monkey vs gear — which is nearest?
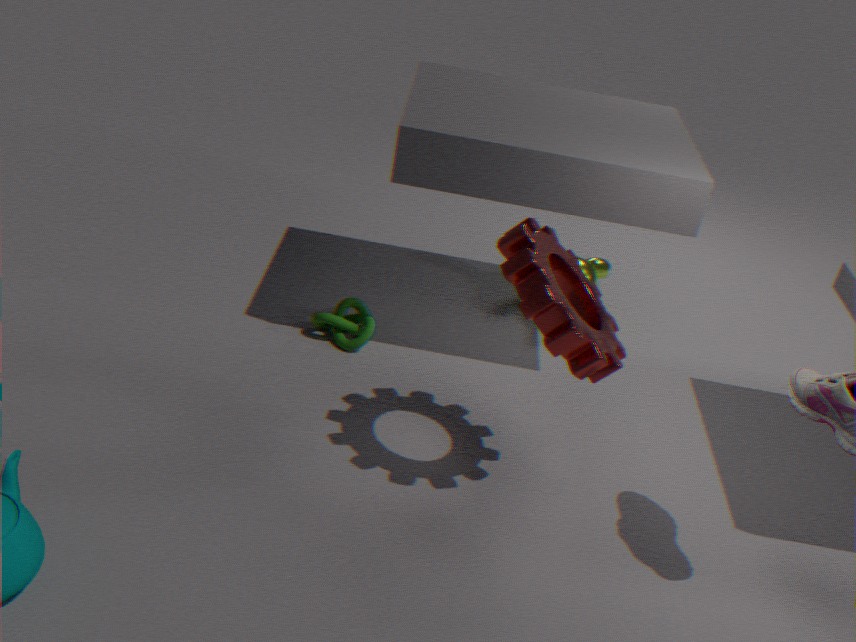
gear
